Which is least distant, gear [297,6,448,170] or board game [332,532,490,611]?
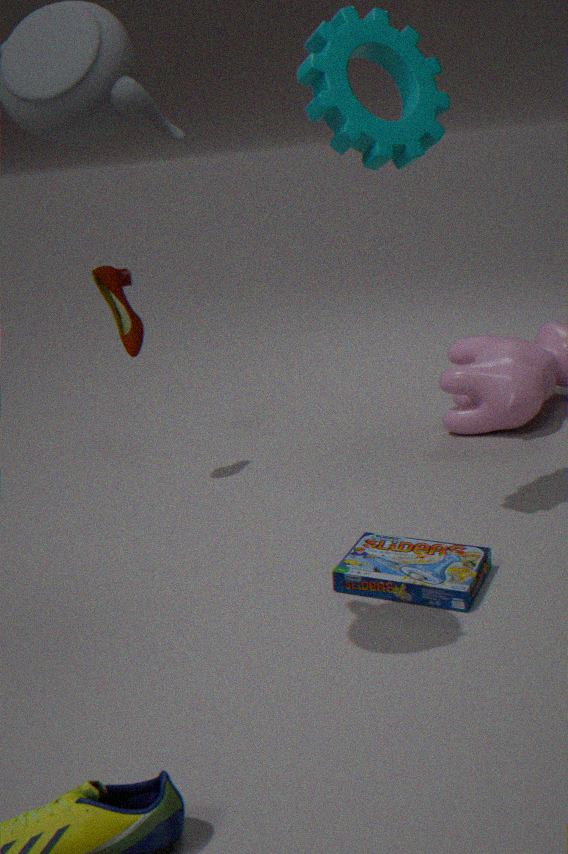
gear [297,6,448,170]
